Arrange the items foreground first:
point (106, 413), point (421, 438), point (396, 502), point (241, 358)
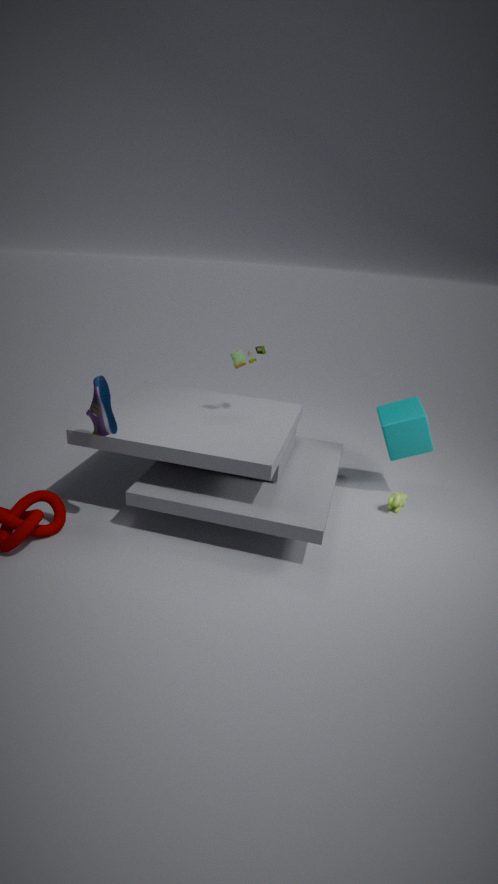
point (106, 413)
point (241, 358)
point (396, 502)
point (421, 438)
